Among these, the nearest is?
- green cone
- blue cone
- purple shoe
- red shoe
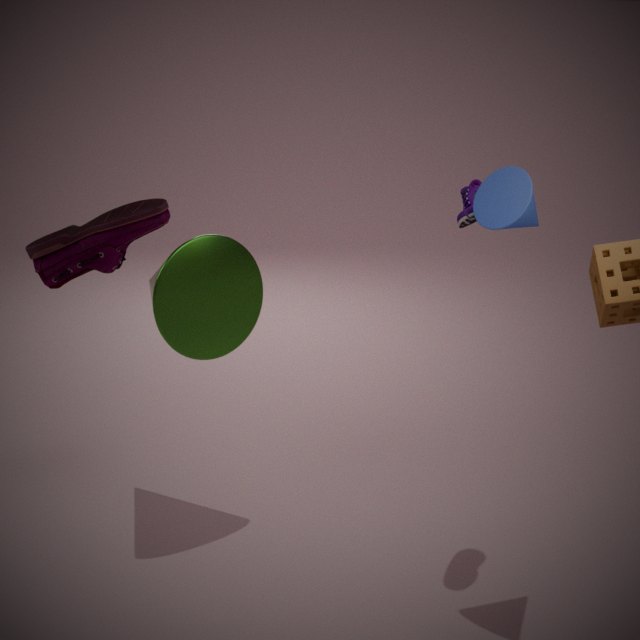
red shoe
